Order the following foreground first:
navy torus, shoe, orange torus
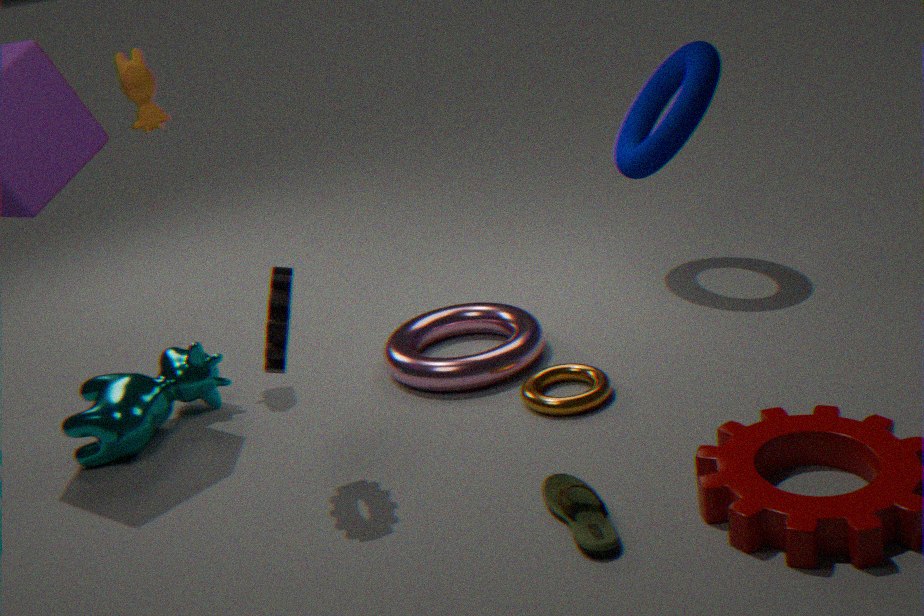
shoe
orange torus
navy torus
